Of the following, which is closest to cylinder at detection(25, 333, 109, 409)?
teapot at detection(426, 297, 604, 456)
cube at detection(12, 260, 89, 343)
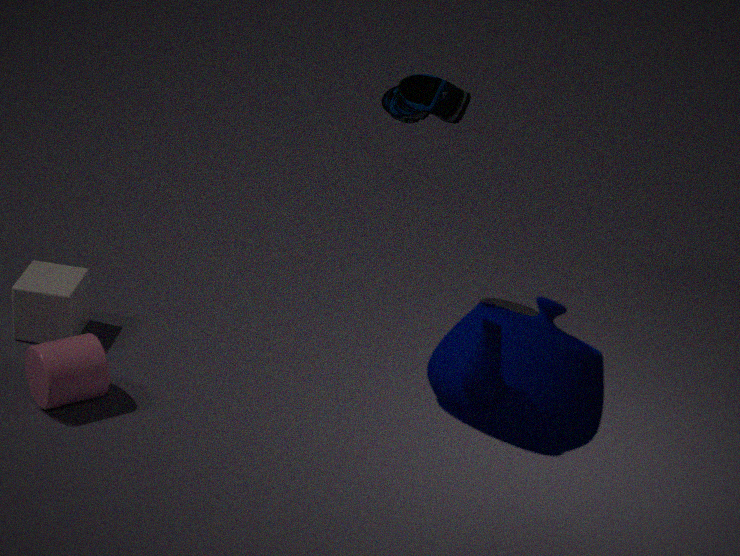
cube at detection(12, 260, 89, 343)
